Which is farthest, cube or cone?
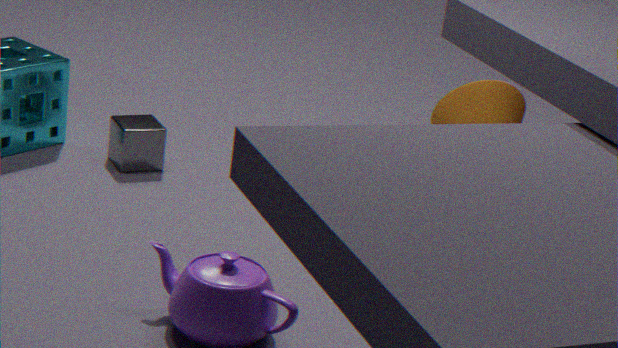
cone
